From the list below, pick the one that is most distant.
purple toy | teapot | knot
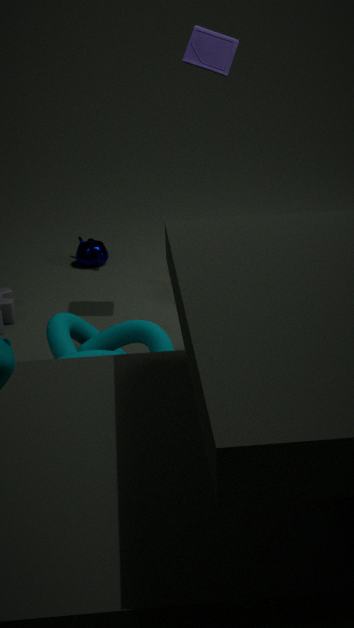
teapot
